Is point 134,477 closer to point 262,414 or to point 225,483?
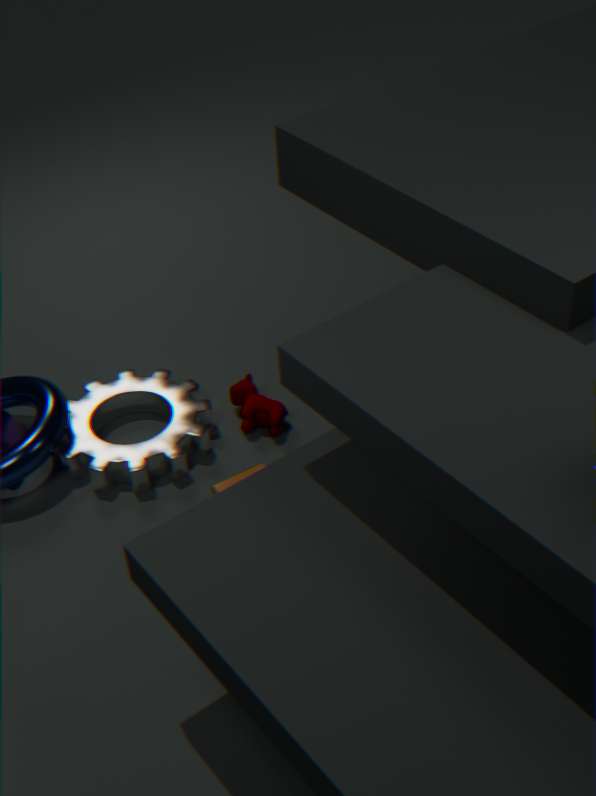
point 262,414
